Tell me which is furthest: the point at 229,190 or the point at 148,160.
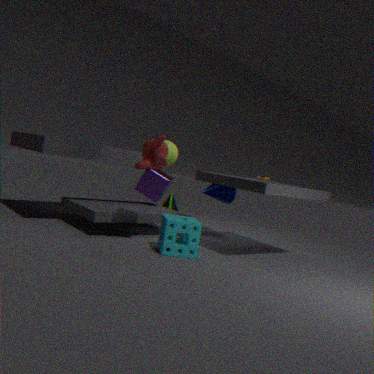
the point at 229,190
